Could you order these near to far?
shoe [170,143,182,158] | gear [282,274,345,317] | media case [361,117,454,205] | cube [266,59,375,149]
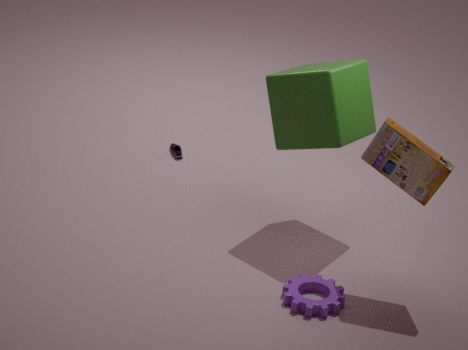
media case [361,117,454,205], gear [282,274,345,317], cube [266,59,375,149], shoe [170,143,182,158]
